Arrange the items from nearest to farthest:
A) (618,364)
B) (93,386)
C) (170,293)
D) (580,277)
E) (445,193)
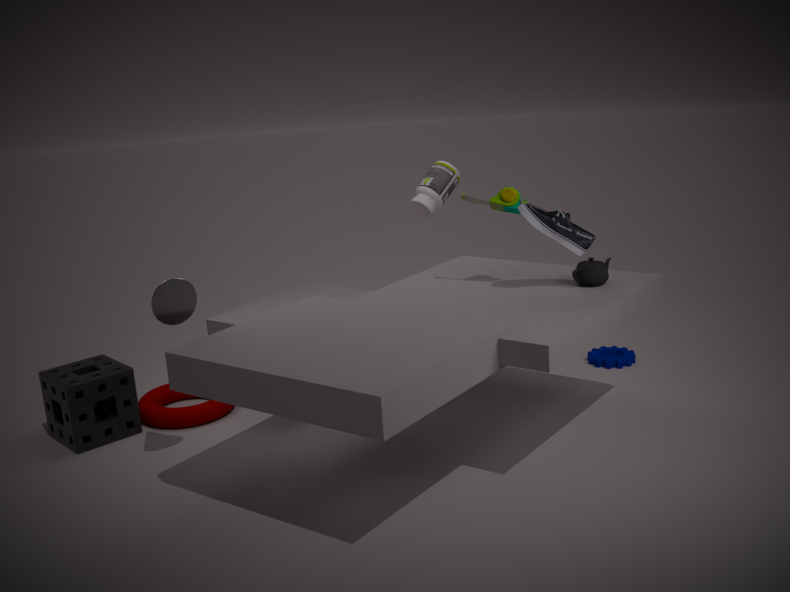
1. (170,293)
2. (580,277)
3. (93,386)
4. (445,193)
5. (618,364)
